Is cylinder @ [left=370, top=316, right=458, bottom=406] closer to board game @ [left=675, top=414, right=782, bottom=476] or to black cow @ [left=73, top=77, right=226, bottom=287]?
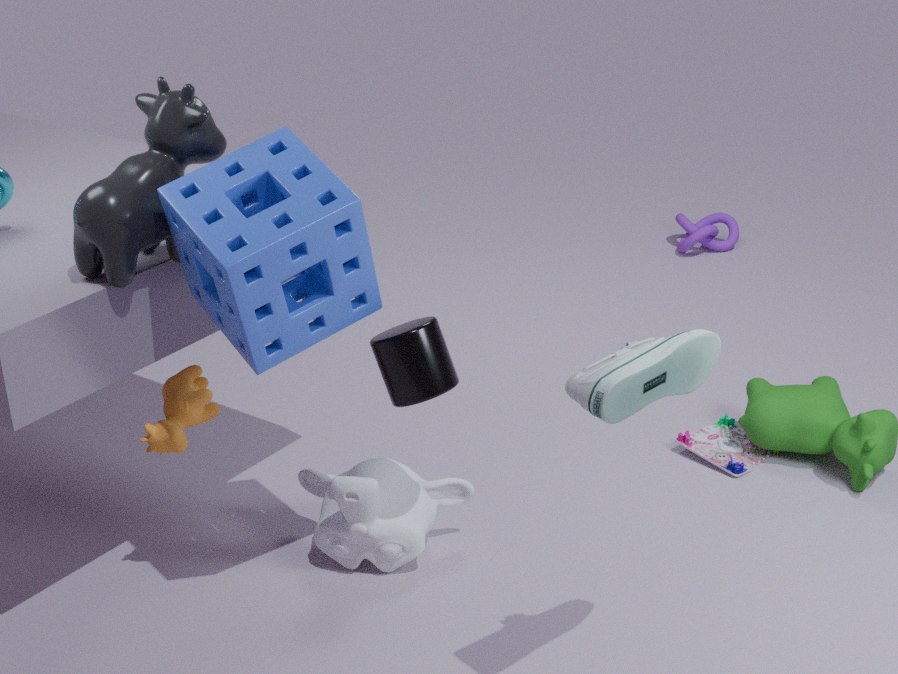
black cow @ [left=73, top=77, right=226, bottom=287]
